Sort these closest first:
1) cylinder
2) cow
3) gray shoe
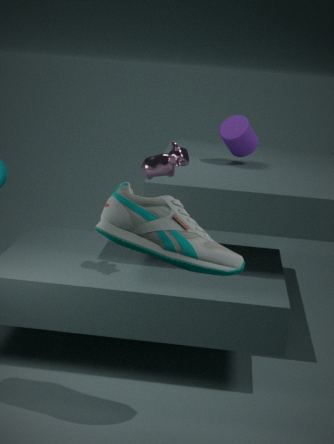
3. gray shoe, 2. cow, 1. cylinder
